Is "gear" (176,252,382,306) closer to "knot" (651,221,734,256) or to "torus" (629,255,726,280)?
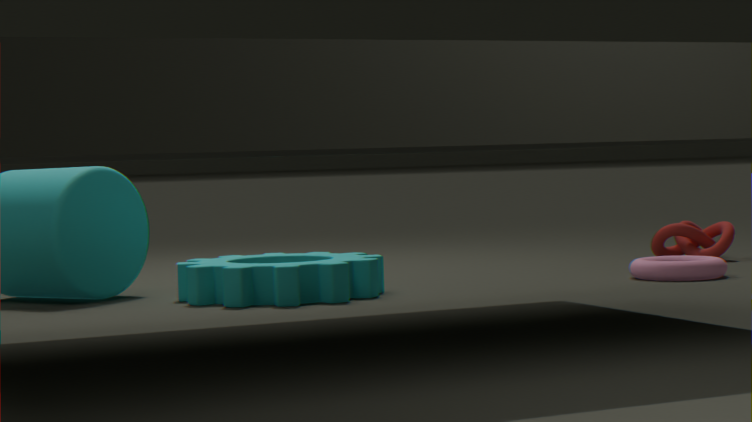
"torus" (629,255,726,280)
